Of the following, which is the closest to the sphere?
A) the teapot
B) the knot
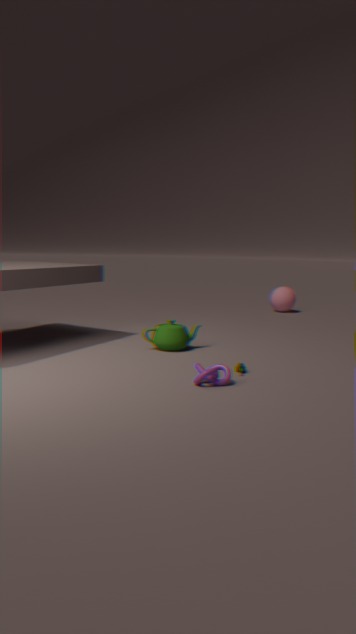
the teapot
